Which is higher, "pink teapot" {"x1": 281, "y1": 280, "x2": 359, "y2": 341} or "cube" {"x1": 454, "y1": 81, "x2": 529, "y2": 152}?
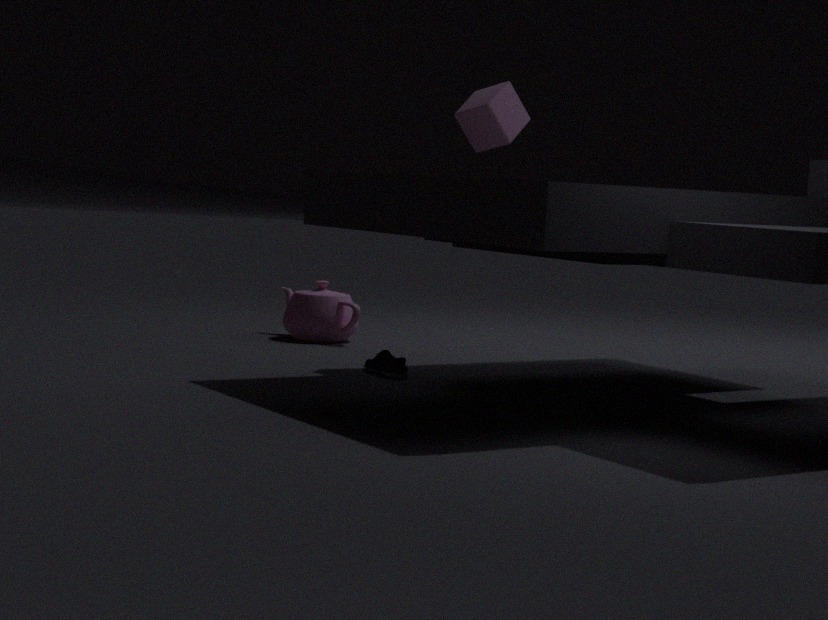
"cube" {"x1": 454, "y1": 81, "x2": 529, "y2": 152}
